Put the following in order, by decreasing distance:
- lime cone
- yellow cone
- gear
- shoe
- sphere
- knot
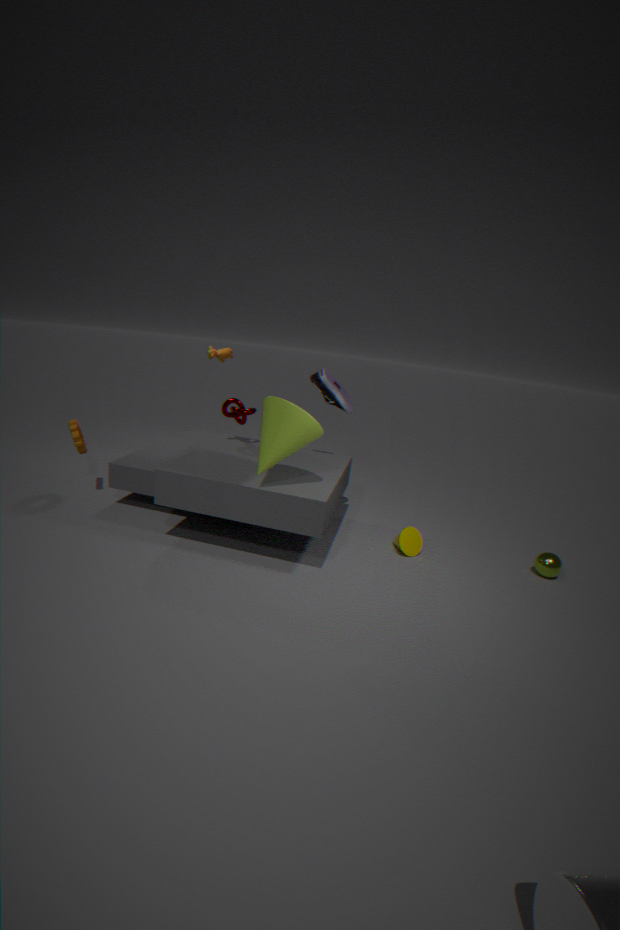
1. knot
2. gear
3. shoe
4. yellow cone
5. sphere
6. lime cone
